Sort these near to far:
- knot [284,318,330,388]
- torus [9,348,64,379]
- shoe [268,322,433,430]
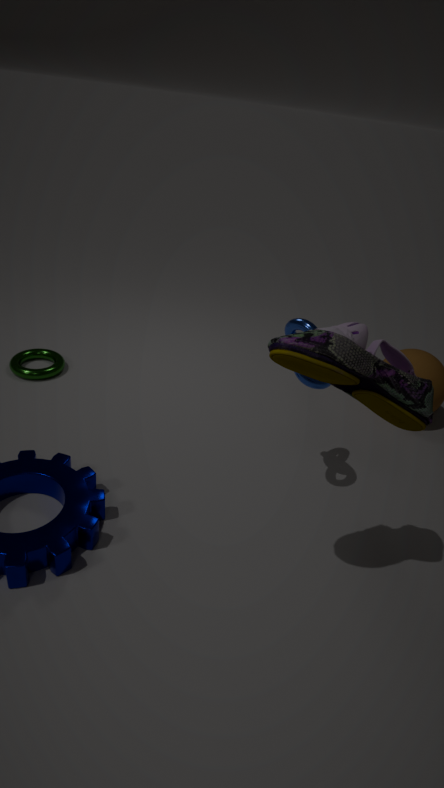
shoe [268,322,433,430], knot [284,318,330,388], torus [9,348,64,379]
